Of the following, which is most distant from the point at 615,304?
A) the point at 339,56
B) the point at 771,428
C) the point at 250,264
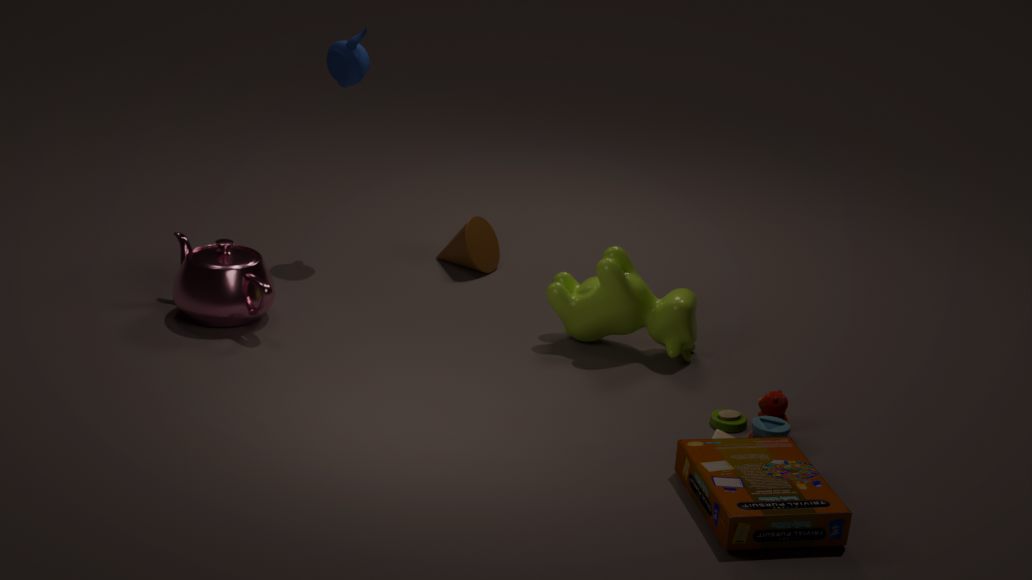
the point at 339,56
